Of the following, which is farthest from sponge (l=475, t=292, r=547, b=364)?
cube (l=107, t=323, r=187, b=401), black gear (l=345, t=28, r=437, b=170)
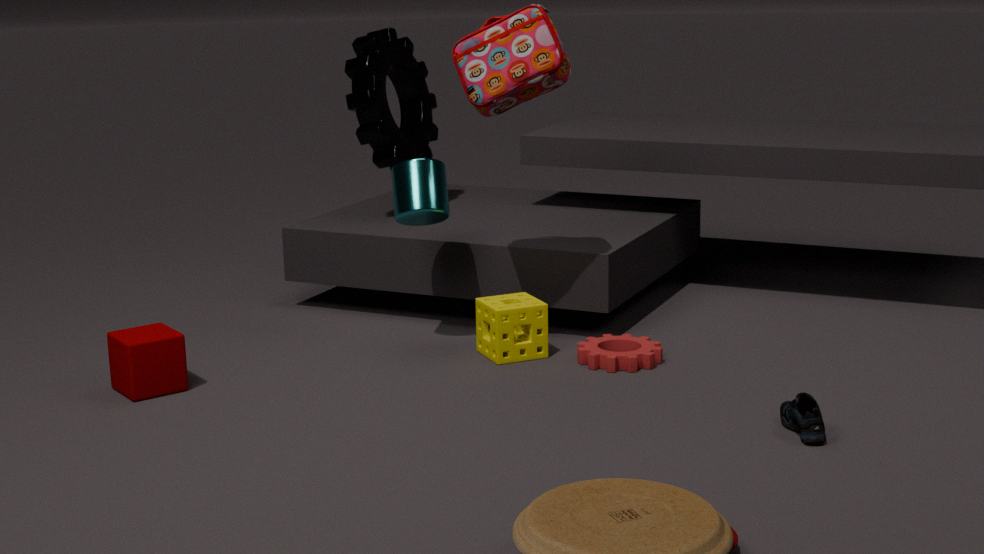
cube (l=107, t=323, r=187, b=401)
